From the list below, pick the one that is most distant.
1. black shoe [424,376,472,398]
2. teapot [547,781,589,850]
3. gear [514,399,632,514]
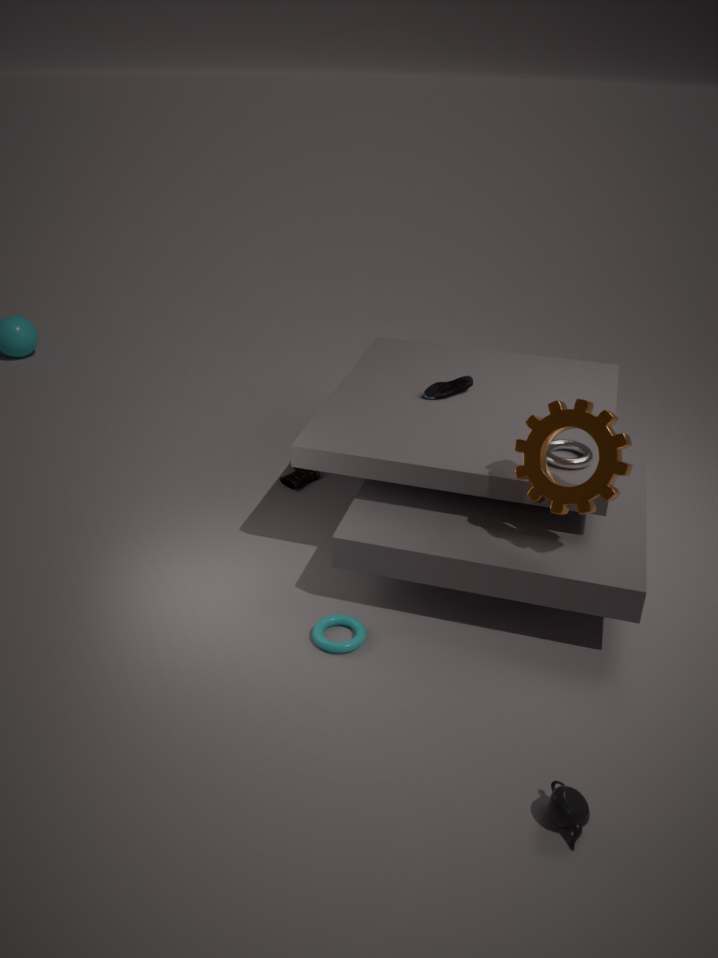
black shoe [424,376,472,398]
